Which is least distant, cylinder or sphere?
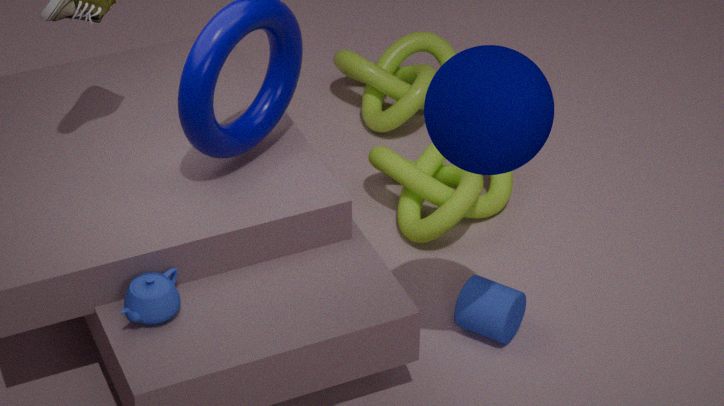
sphere
